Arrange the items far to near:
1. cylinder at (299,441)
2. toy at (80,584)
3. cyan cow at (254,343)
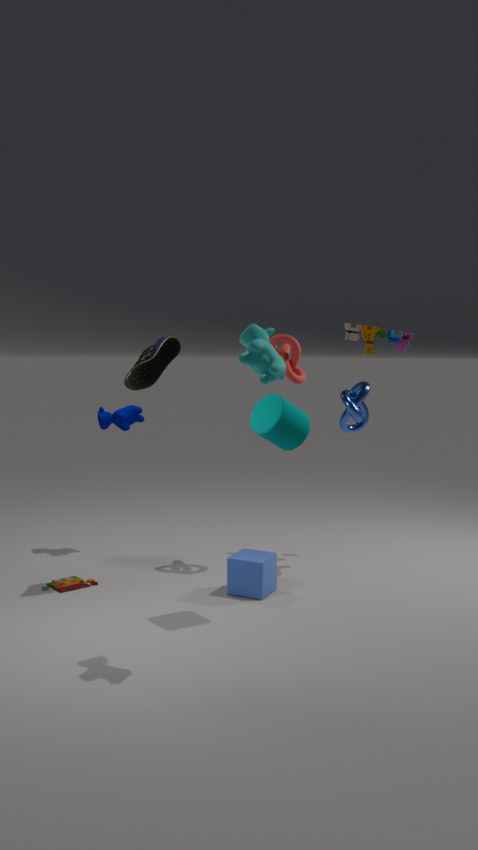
toy at (80,584) < cylinder at (299,441) < cyan cow at (254,343)
